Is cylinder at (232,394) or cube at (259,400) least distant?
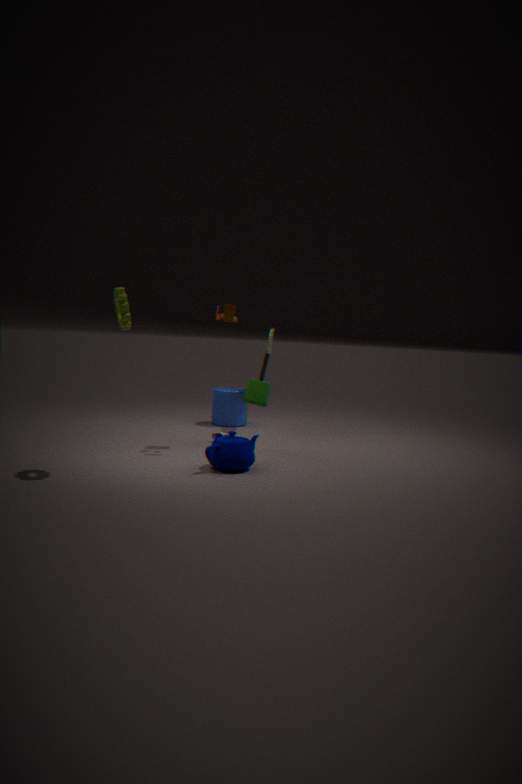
cube at (259,400)
